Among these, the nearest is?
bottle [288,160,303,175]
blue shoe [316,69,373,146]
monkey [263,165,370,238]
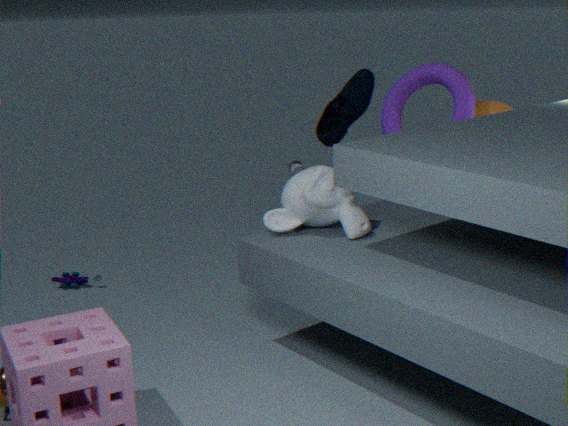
monkey [263,165,370,238]
